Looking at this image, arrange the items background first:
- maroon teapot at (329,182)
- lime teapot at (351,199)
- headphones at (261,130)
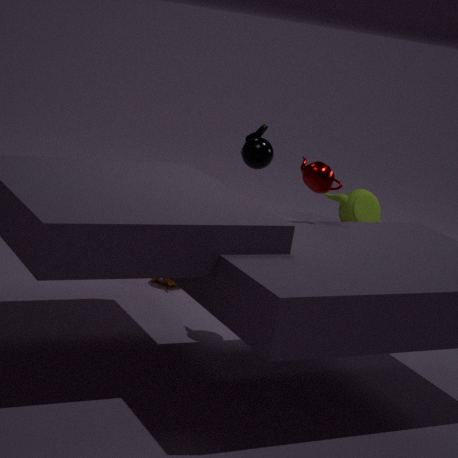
lime teapot at (351,199), headphones at (261,130), maroon teapot at (329,182)
